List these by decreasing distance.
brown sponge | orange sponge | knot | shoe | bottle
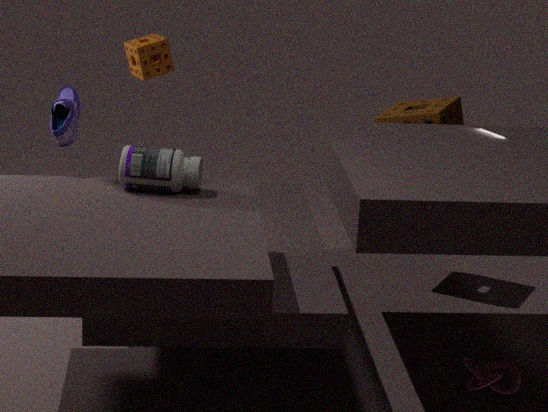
1. orange sponge
2. brown sponge
3. shoe
4. knot
5. bottle
